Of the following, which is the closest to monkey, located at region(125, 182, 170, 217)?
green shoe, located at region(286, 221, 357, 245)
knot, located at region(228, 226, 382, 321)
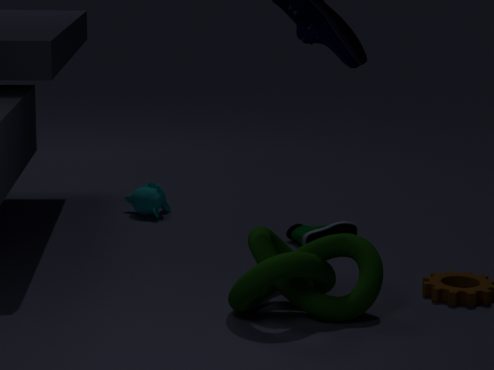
green shoe, located at region(286, 221, 357, 245)
